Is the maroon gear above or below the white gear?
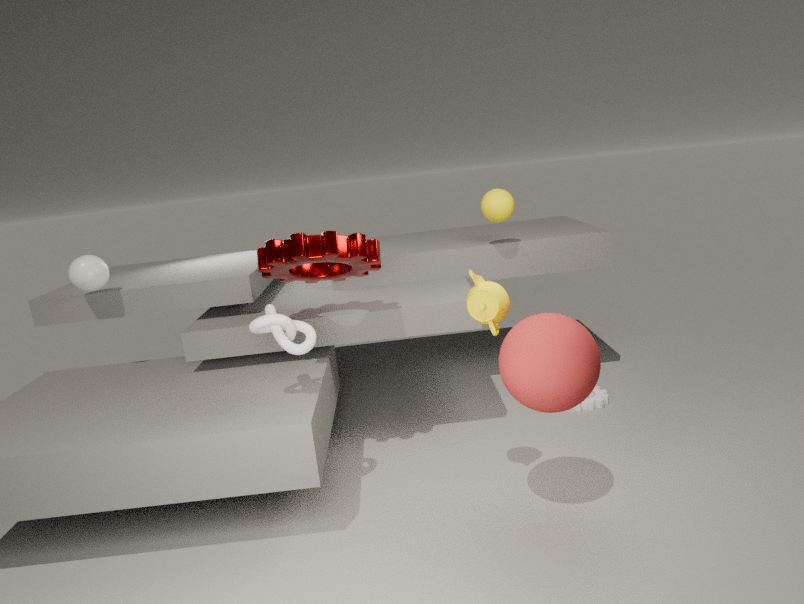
above
